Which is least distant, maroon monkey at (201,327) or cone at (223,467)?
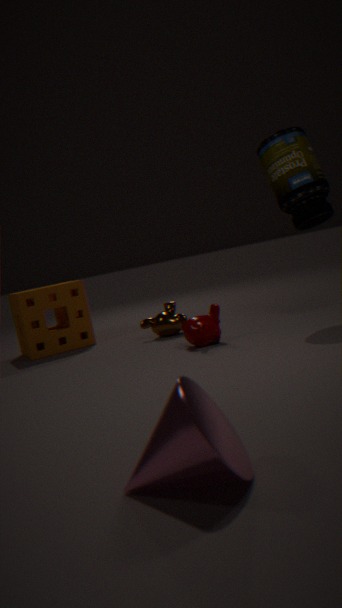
cone at (223,467)
